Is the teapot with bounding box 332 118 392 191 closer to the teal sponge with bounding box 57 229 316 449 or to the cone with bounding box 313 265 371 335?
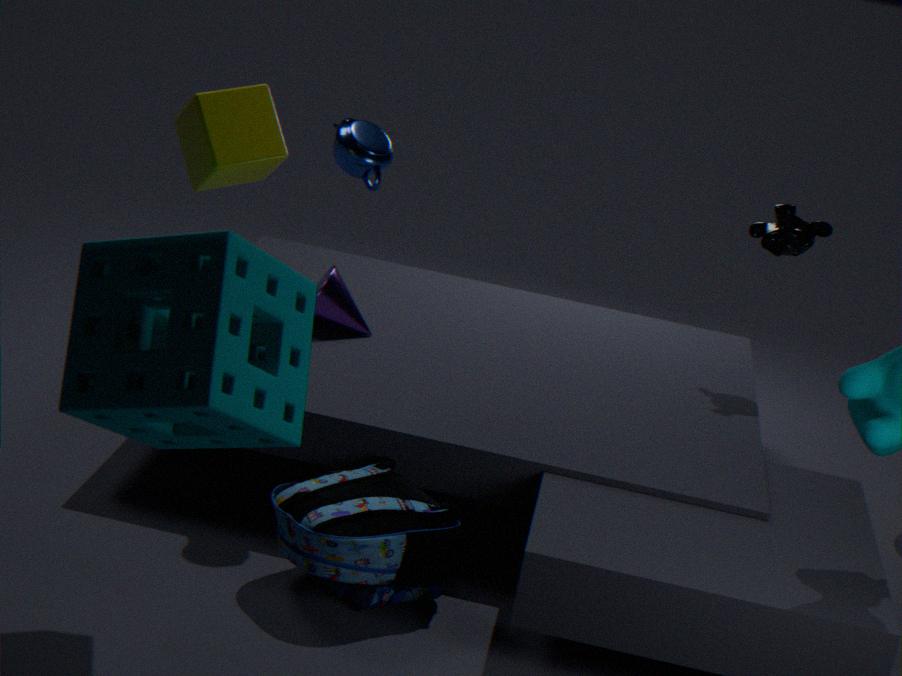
the cone with bounding box 313 265 371 335
